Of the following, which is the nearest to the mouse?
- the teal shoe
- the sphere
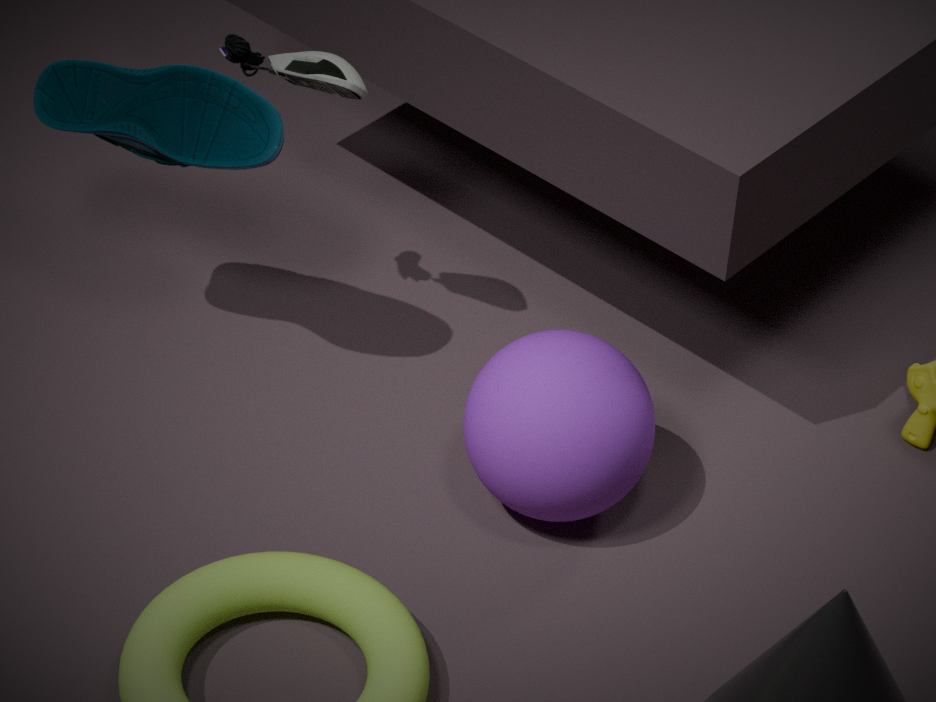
the teal shoe
